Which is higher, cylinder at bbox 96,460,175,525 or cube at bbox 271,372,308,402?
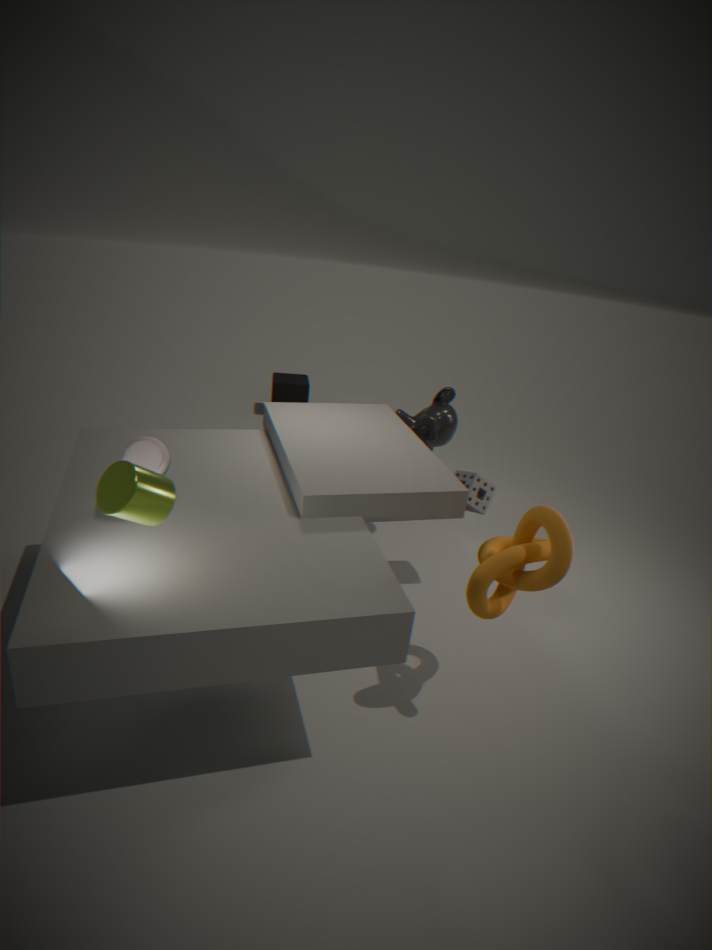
cylinder at bbox 96,460,175,525
